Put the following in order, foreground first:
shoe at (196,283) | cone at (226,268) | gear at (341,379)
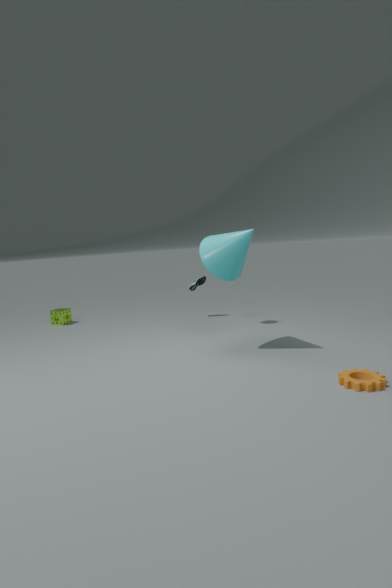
gear at (341,379) < cone at (226,268) < shoe at (196,283)
